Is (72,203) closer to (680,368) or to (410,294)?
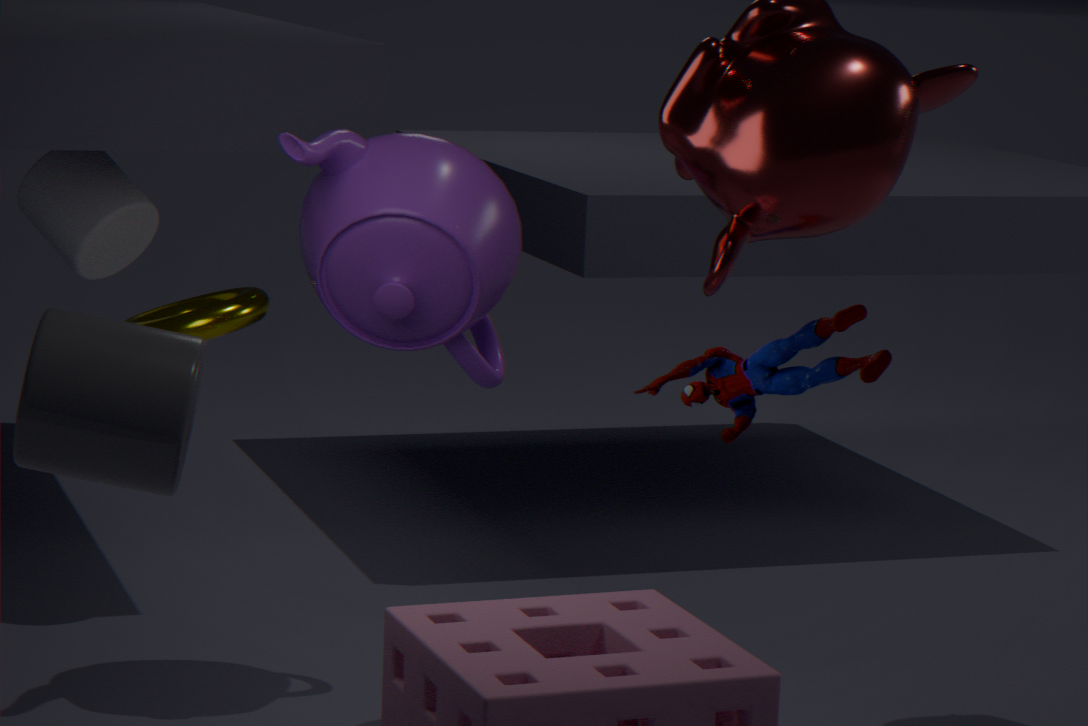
(410,294)
